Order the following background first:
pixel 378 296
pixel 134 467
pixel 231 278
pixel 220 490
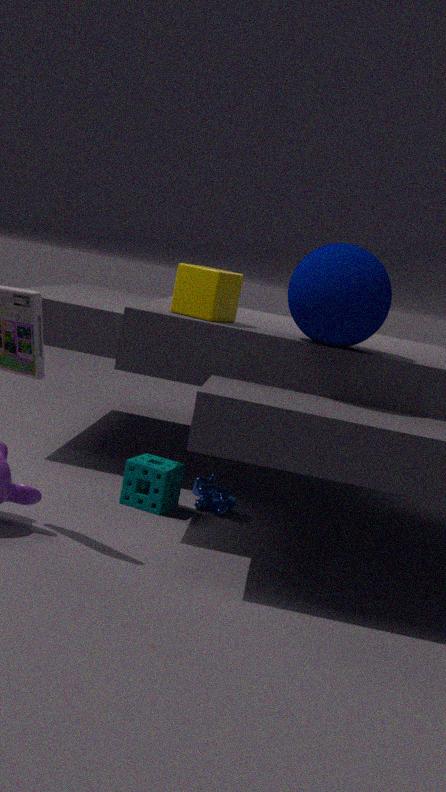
pixel 220 490
pixel 134 467
pixel 231 278
pixel 378 296
